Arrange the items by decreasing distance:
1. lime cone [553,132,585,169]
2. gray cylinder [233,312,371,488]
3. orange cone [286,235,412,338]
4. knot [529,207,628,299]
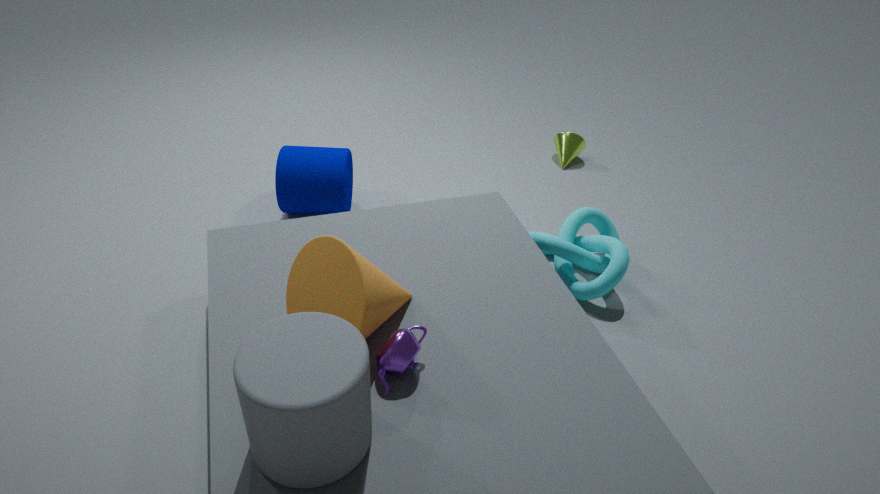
lime cone [553,132,585,169], knot [529,207,628,299], orange cone [286,235,412,338], gray cylinder [233,312,371,488]
